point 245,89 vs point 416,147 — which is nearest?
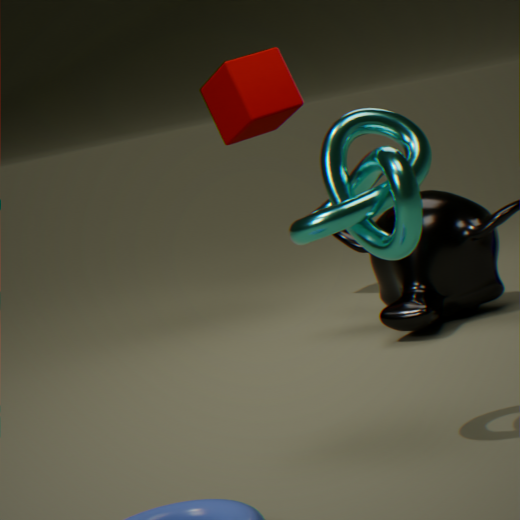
point 416,147
